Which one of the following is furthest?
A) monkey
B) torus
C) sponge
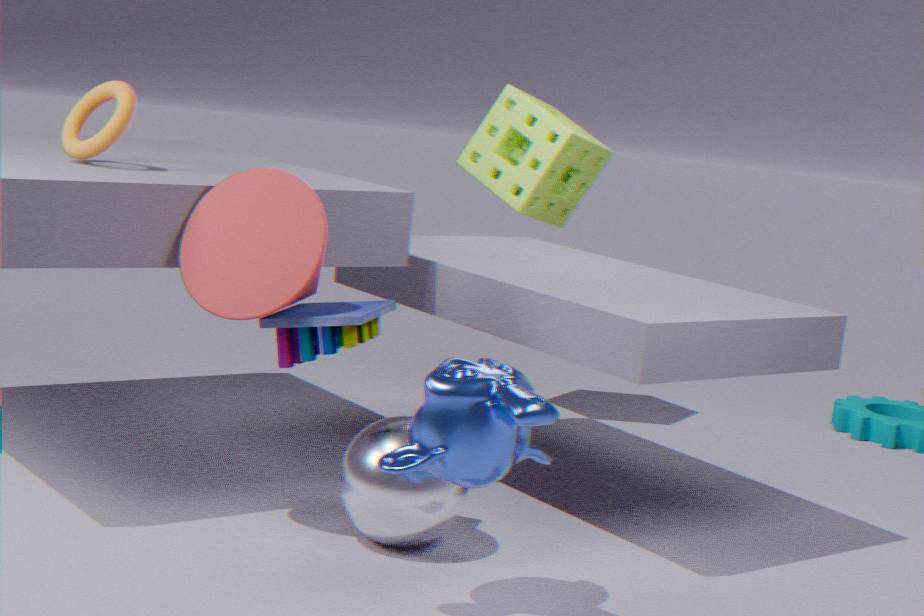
sponge
